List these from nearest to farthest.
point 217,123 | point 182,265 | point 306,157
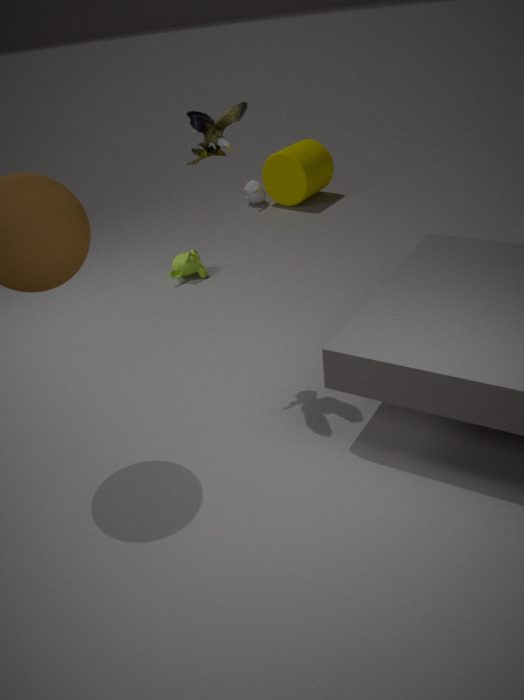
point 217,123 → point 182,265 → point 306,157
